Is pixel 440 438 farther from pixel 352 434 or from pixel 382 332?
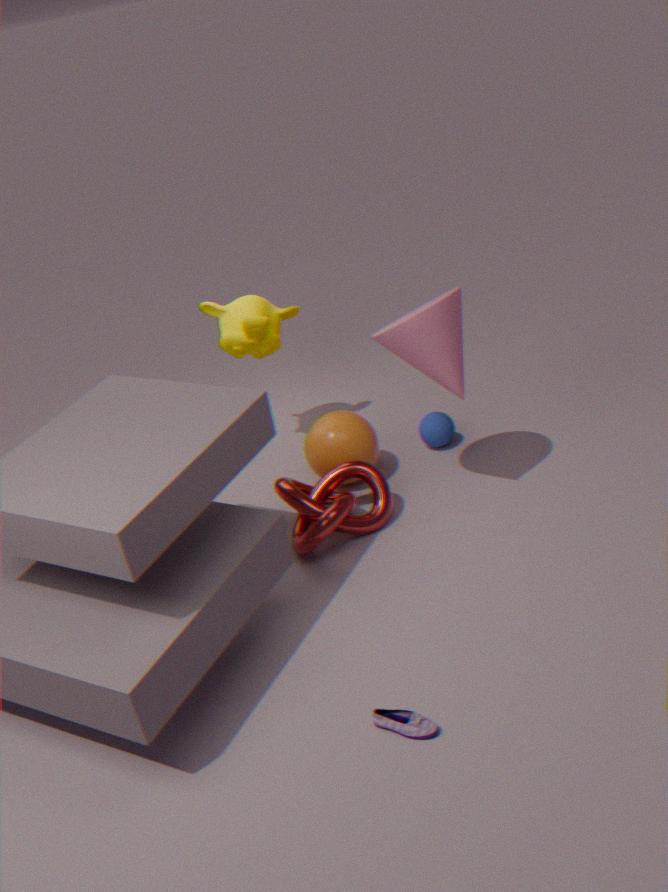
pixel 382 332
